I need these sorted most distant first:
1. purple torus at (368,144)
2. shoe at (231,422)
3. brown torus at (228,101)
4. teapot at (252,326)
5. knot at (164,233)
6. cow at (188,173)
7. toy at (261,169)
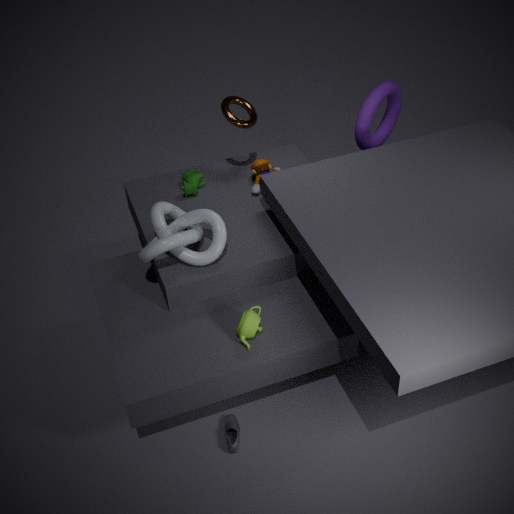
purple torus at (368,144) → toy at (261,169) → cow at (188,173) → brown torus at (228,101) → knot at (164,233) → shoe at (231,422) → teapot at (252,326)
